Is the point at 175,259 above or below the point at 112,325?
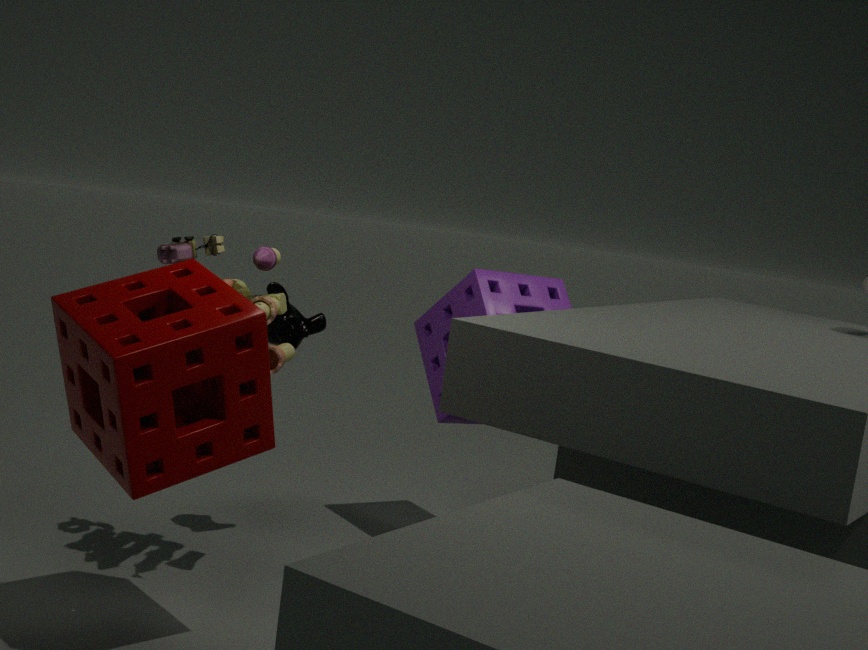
above
